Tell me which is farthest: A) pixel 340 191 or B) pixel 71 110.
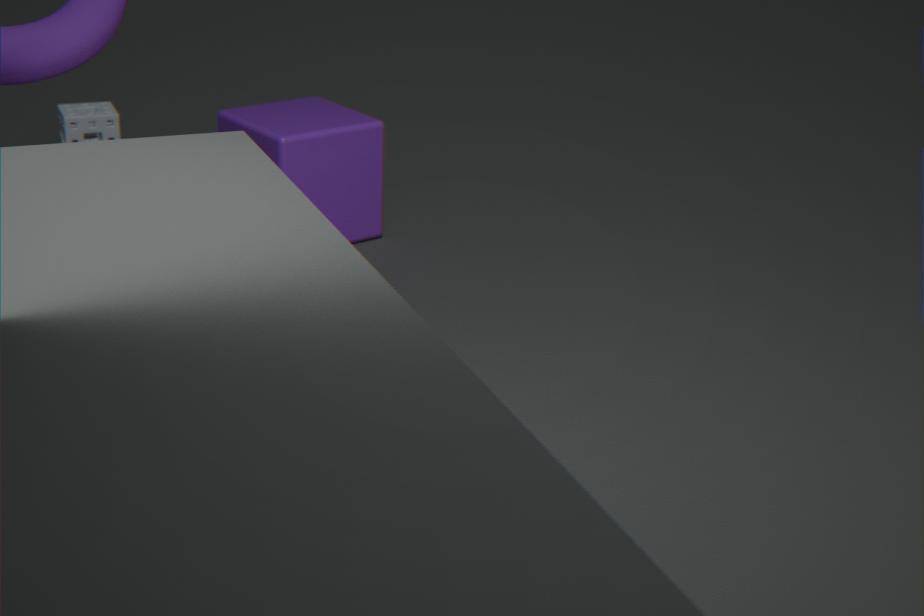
B. pixel 71 110
